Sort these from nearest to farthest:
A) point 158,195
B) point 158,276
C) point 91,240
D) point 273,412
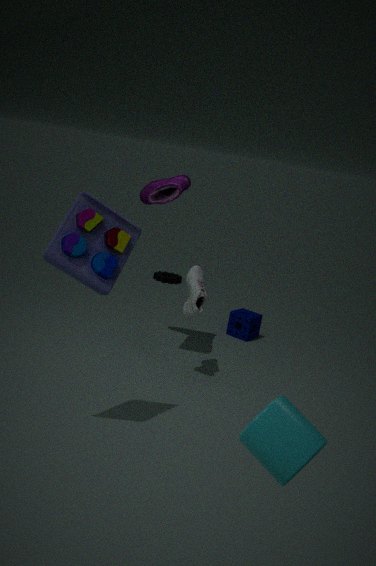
point 273,412
point 91,240
point 158,195
point 158,276
